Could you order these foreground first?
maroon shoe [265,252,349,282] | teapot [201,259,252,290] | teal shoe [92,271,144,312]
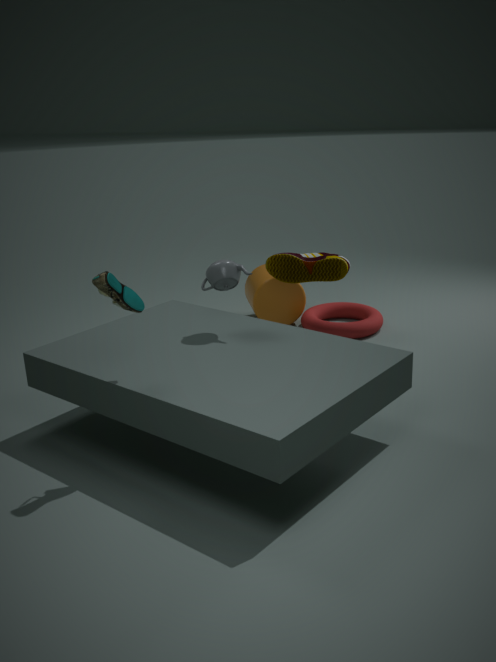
teal shoe [92,271,144,312]
teapot [201,259,252,290]
maroon shoe [265,252,349,282]
